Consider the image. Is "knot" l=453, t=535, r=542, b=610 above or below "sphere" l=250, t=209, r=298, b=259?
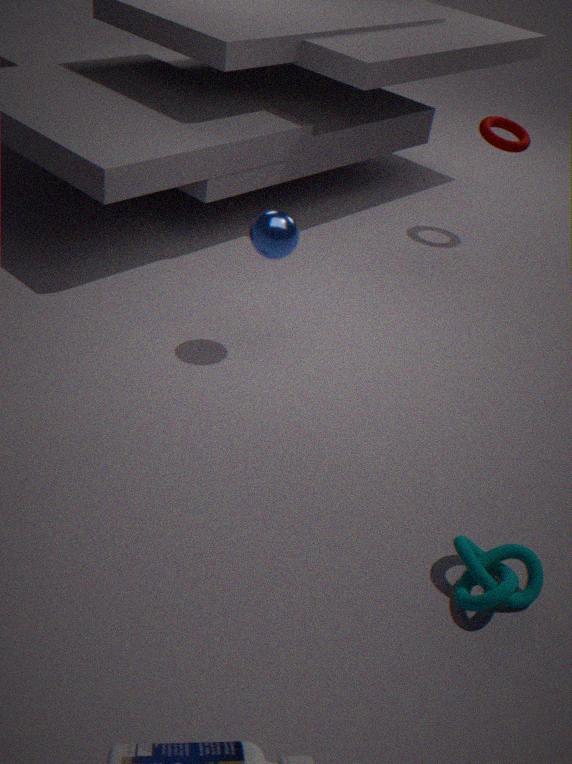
below
